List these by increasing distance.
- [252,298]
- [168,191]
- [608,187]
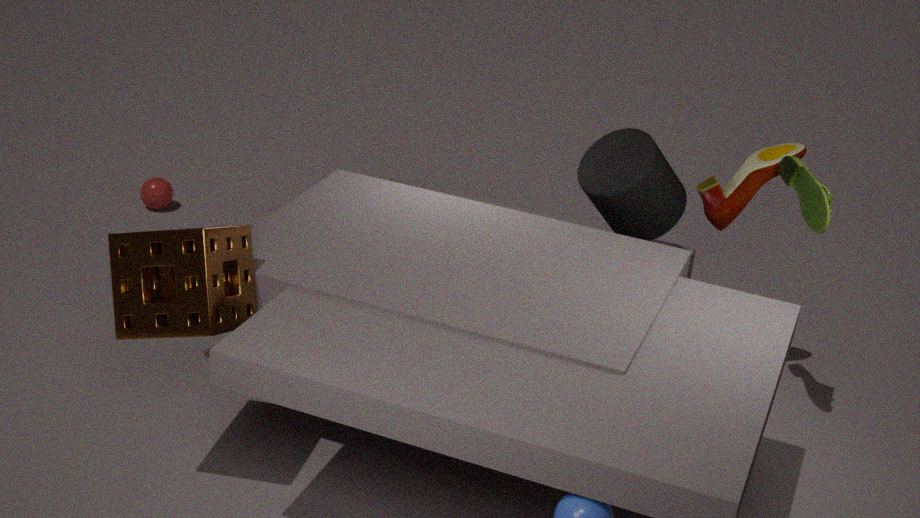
[252,298]
[608,187]
[168,191]
